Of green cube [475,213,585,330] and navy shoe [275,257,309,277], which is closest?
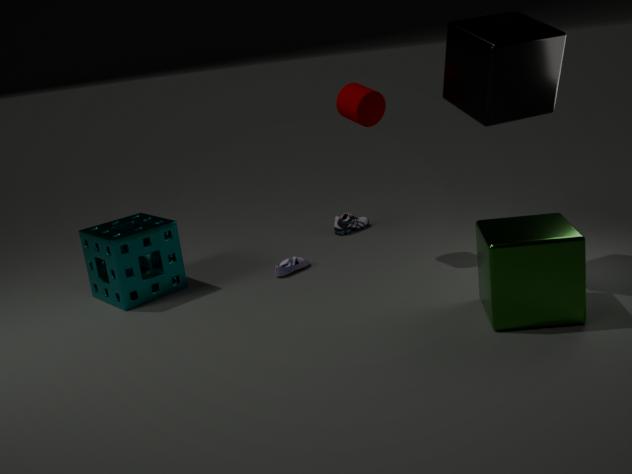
green cube [475,213,585,330]
